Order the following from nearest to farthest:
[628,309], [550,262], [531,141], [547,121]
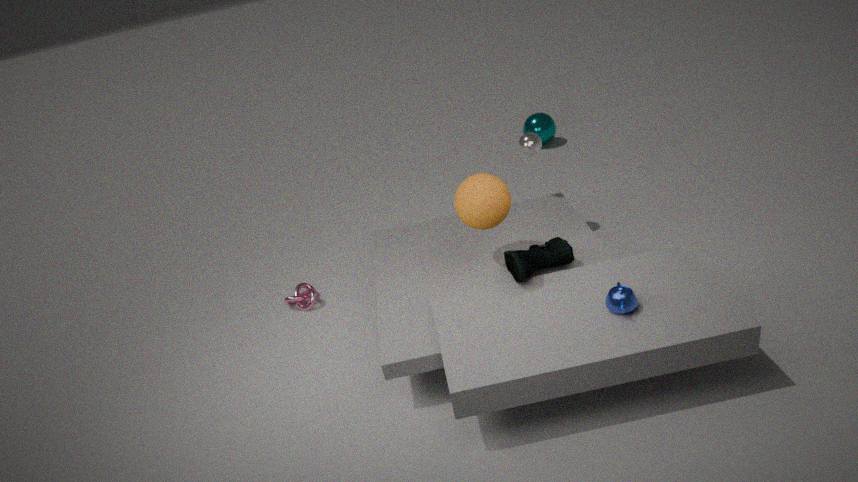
[628,309] < [550,262] < [531,141] < [547,121]
